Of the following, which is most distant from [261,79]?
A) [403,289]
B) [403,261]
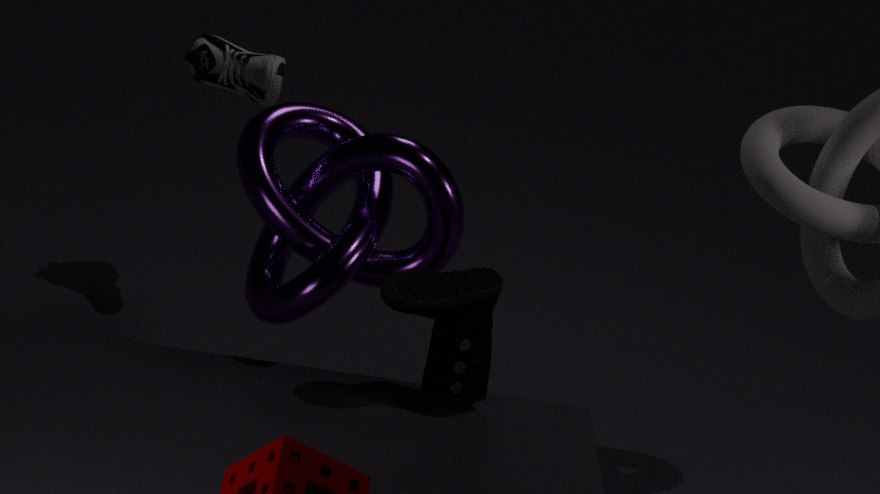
[403,289]
